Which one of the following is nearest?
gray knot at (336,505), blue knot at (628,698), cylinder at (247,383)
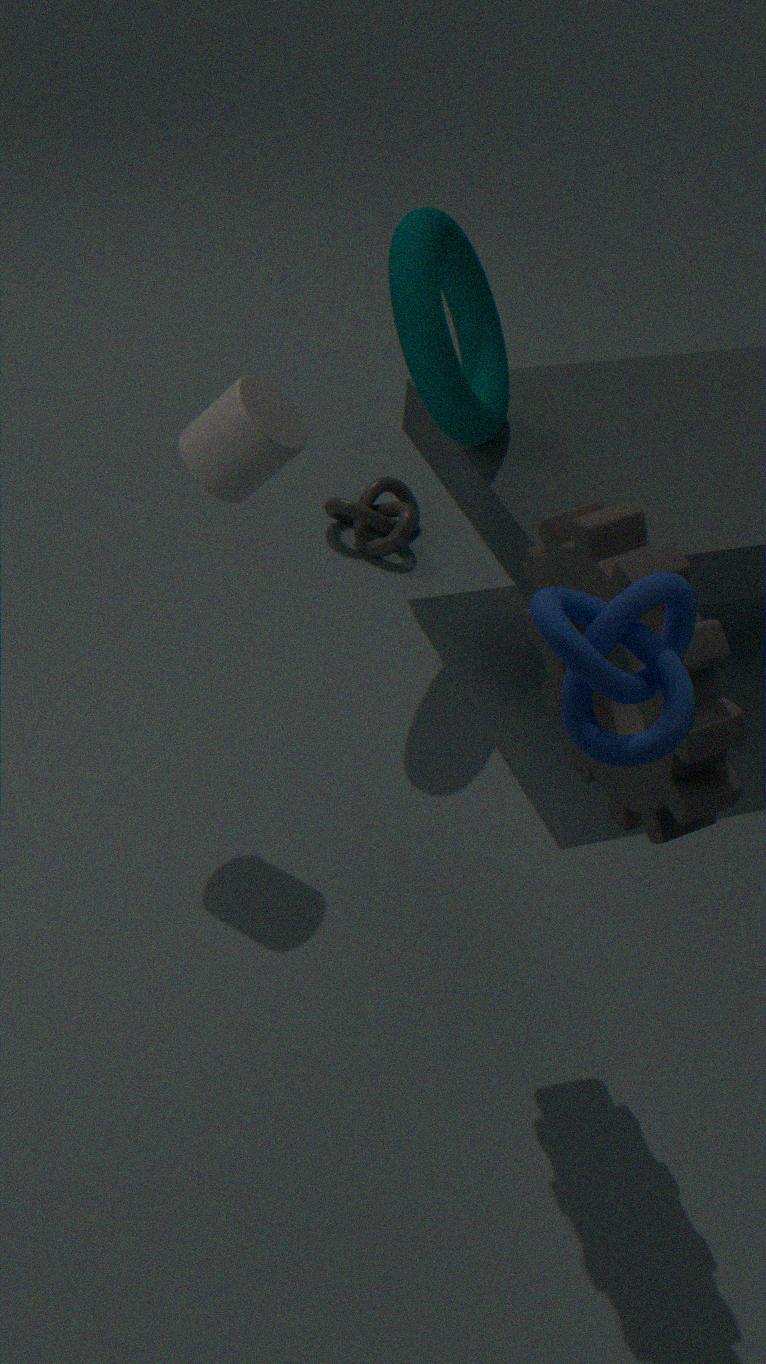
blue knot at (628,698)
